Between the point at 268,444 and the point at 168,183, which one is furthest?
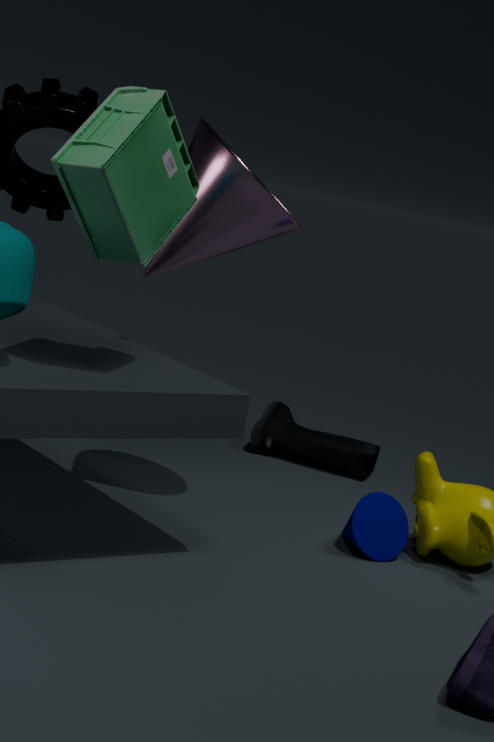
the point at 268,444
